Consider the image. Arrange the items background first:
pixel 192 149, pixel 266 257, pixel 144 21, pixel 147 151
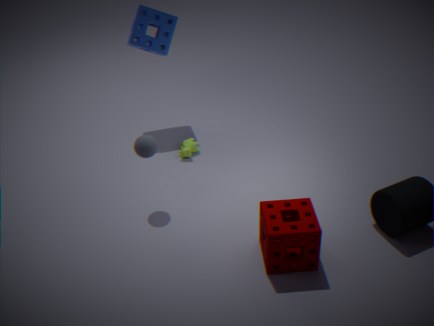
1. pixel 192 149
2. pixel 144 21
3. pixel 147 151
4. pixel 266 257
